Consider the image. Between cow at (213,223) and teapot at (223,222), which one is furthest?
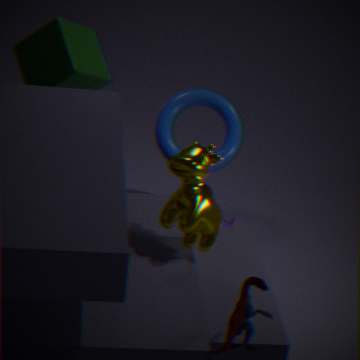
teapot at (223,222)
